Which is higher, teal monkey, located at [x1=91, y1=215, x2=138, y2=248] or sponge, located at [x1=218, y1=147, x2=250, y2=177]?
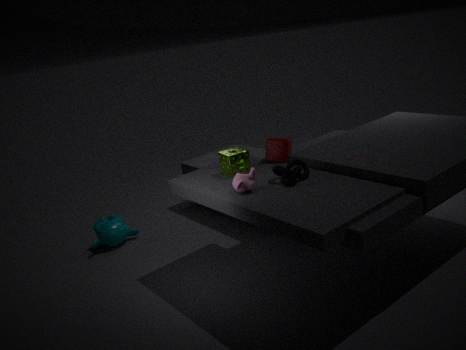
sponge, located at [x1=218, y1=147, x2=250, y2=177]
